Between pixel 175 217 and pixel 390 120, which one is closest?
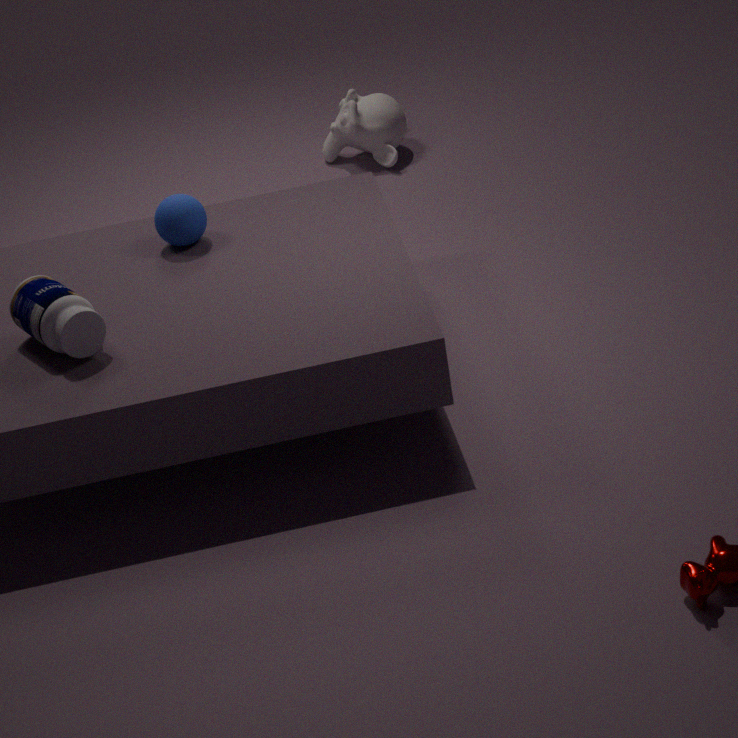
pixel 175 217
